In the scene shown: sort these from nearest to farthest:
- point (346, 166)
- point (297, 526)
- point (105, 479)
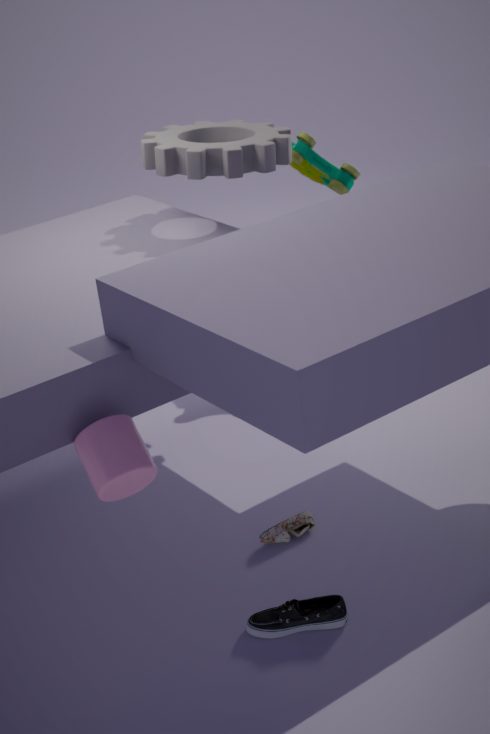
point (105, 479)
point (297, 526)
point (346, 166)
